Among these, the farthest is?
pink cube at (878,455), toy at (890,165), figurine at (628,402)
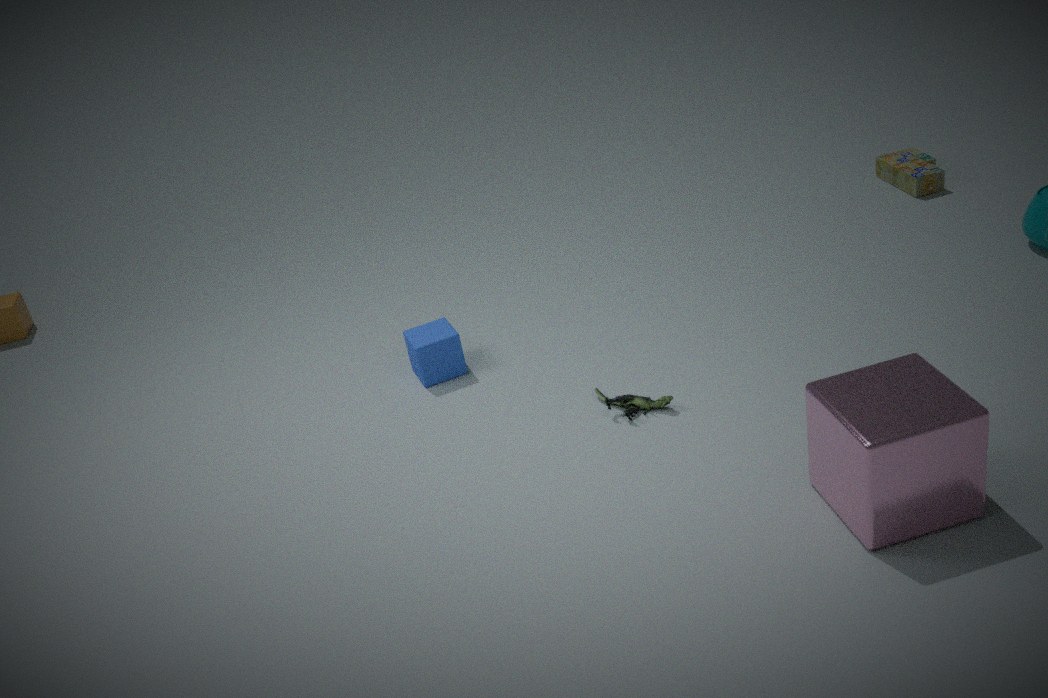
toy at (890,165)
